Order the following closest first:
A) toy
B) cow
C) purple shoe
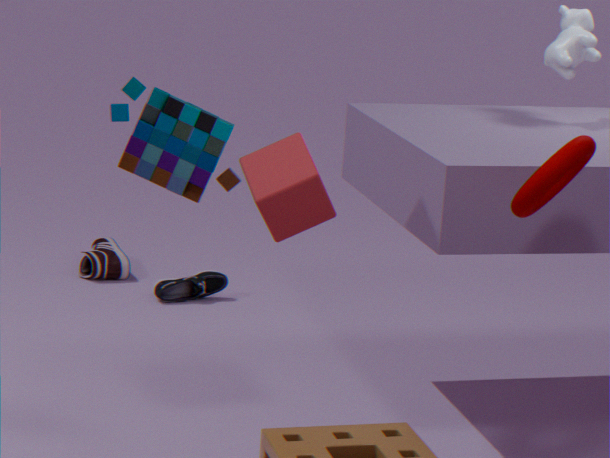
1. A. toy
2. B. cow
3. C. purple shoe
